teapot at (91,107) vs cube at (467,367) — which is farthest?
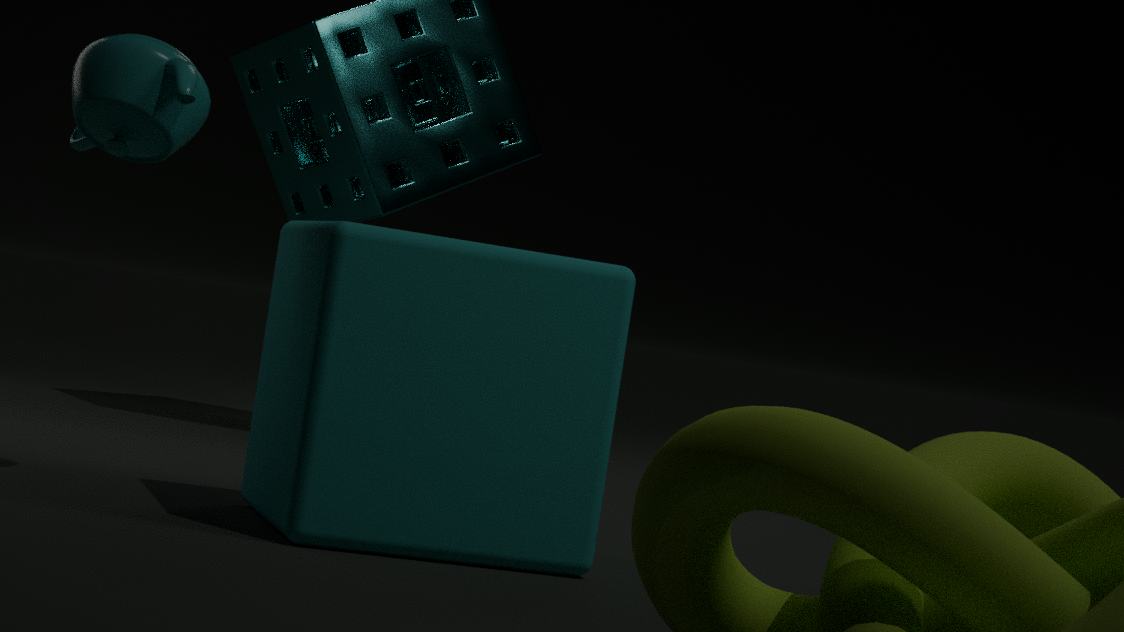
teapot at (91,107)
